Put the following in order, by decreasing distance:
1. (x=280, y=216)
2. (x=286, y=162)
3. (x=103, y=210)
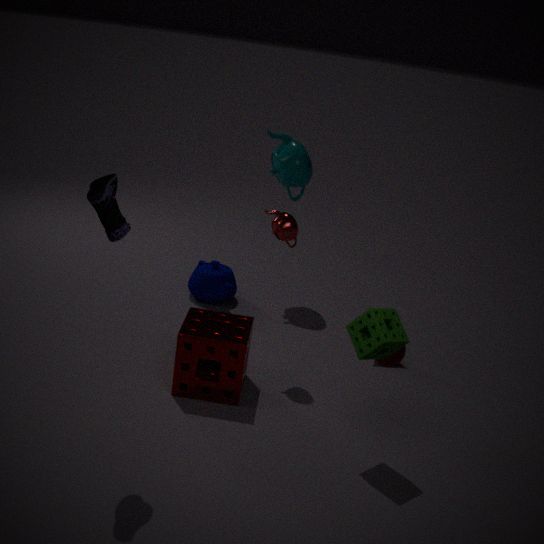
1. (x=286, y=162)
2. (x=280, y=216)
3. (x=103, y=210)
